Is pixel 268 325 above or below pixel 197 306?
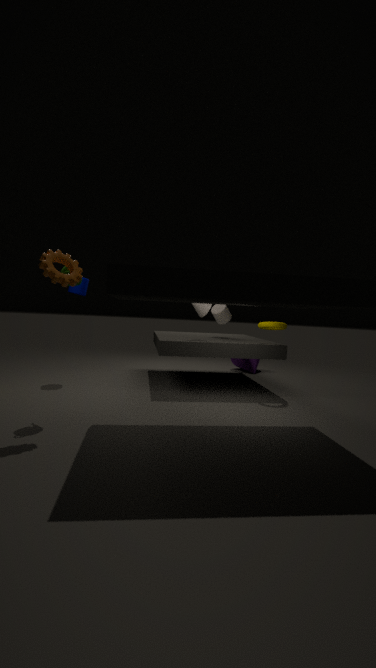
below
